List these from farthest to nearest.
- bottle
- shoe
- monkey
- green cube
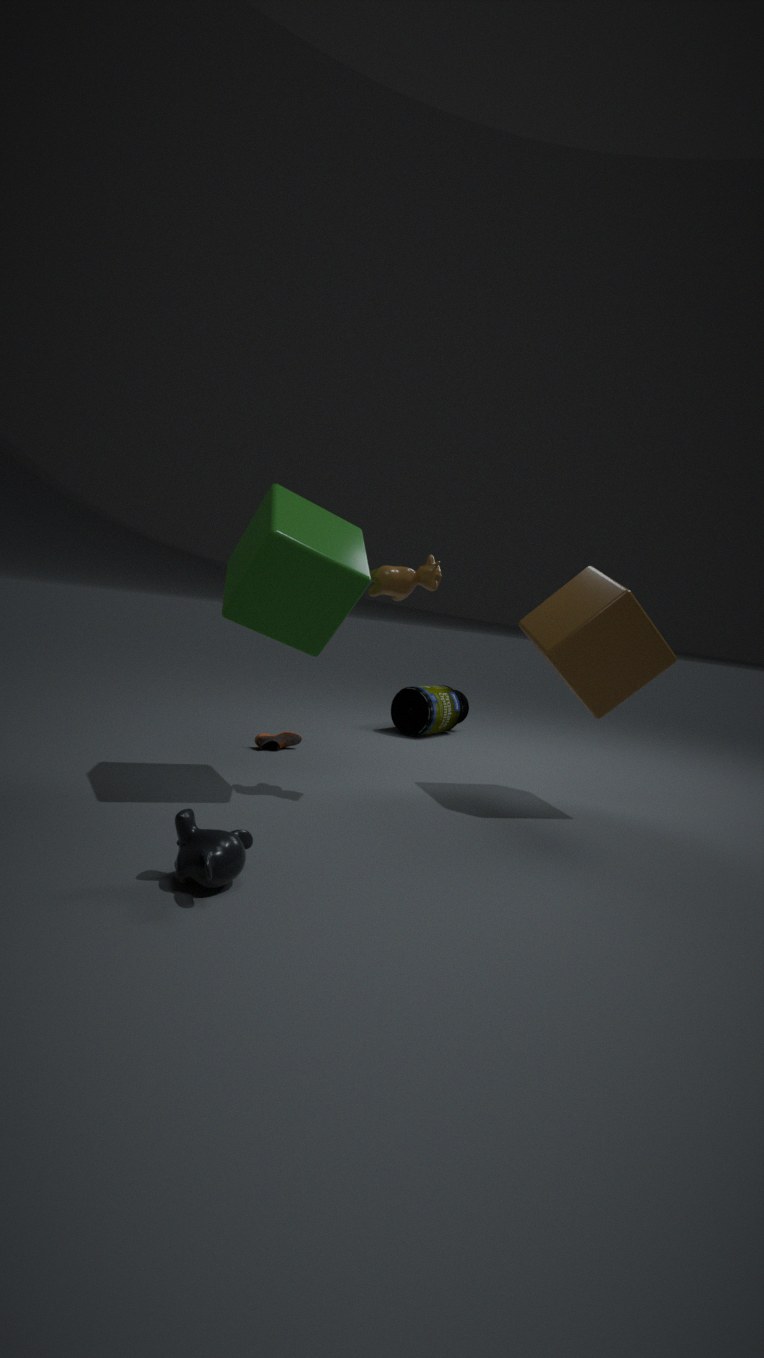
bottle, shoe, green cube, monkey
